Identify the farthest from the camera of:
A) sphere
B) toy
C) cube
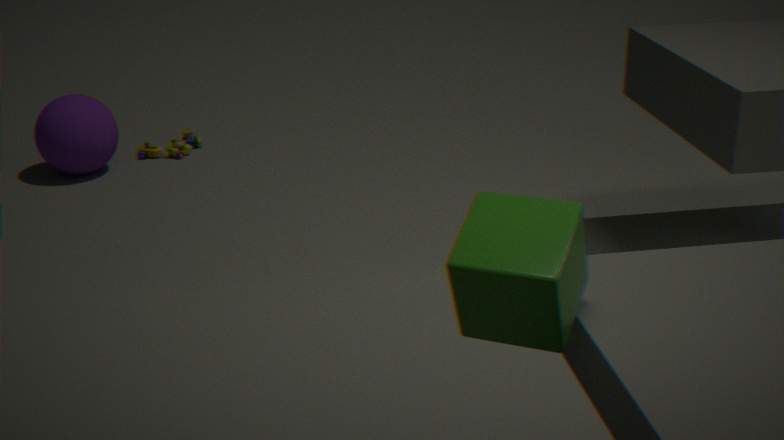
toy
